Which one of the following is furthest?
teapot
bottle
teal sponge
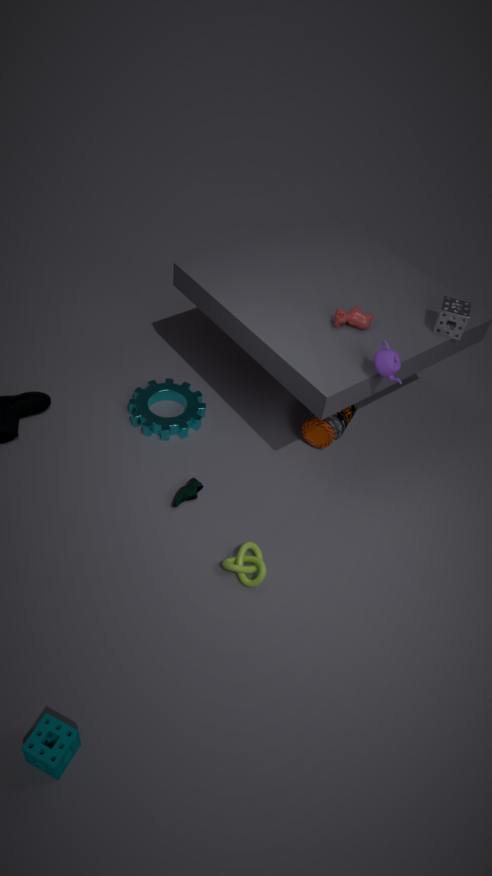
bottle
